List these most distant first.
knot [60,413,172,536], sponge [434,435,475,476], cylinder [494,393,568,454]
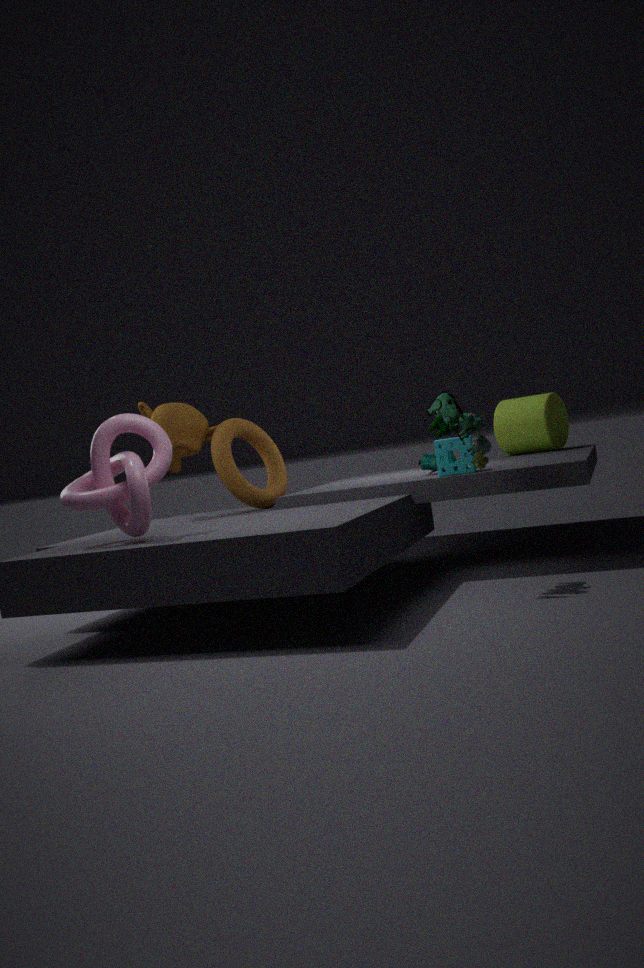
cylinder [494,393,568,454], sponge [434,435,475,476], knot [60,413,172,536]
